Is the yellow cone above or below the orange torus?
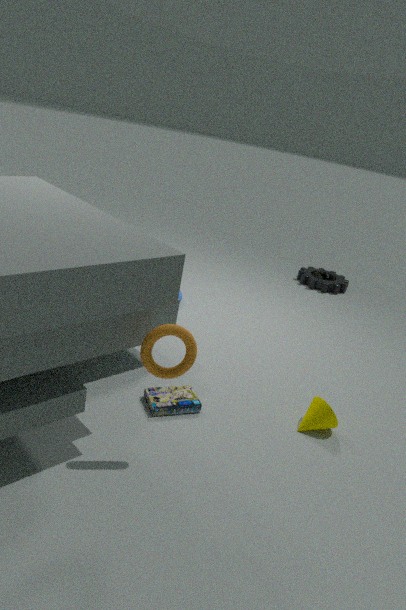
below
